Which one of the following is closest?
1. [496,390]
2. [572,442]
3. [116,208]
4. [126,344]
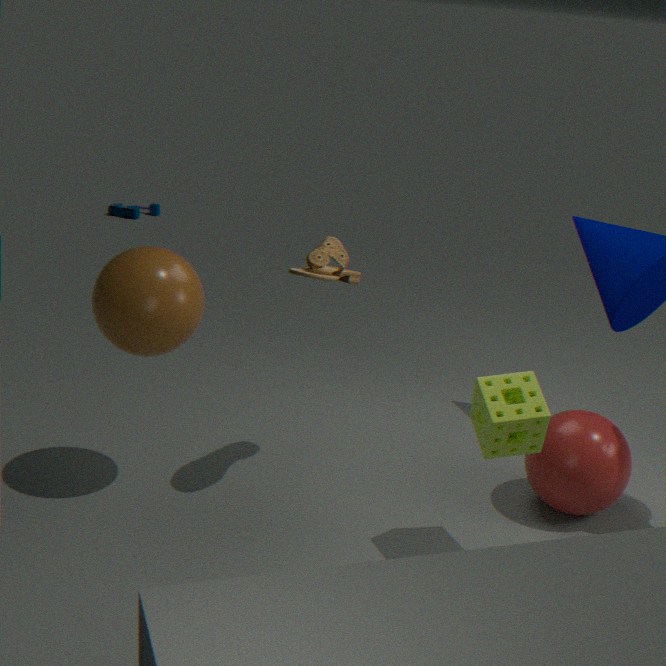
[496,390]
